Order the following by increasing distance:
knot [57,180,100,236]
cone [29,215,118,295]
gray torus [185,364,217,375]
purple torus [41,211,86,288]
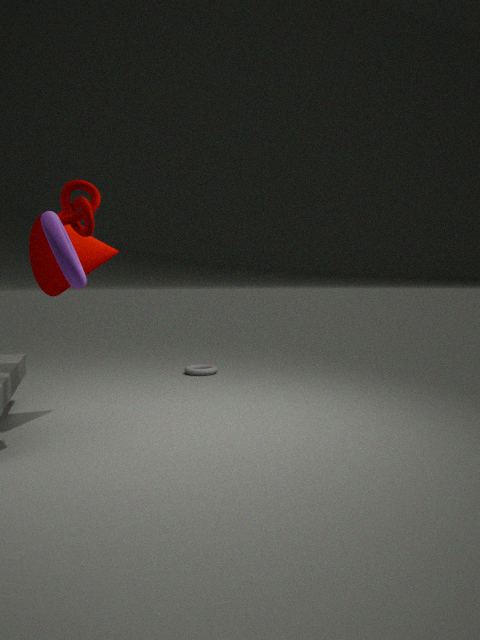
purple torus [41,211,86,288], knot [57,180,100,236], cone [29,215,118,295], gray torus [185,364,217,375]
